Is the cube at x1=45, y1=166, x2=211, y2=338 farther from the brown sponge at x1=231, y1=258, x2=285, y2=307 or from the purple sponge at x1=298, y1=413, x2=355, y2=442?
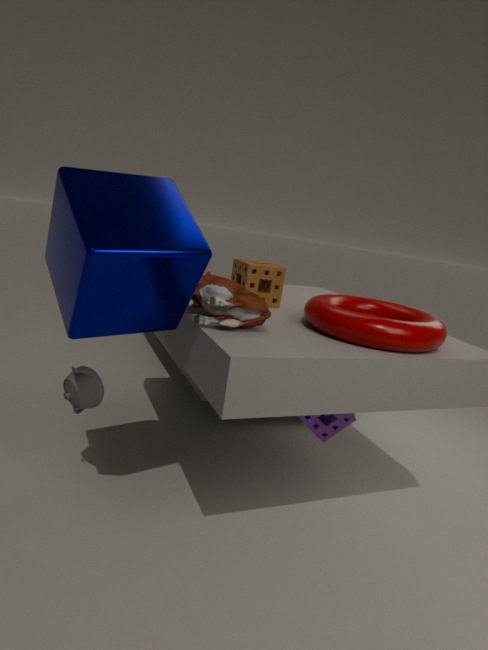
the purple sponge at x1=298, y1=413, x2=355, y2=442
